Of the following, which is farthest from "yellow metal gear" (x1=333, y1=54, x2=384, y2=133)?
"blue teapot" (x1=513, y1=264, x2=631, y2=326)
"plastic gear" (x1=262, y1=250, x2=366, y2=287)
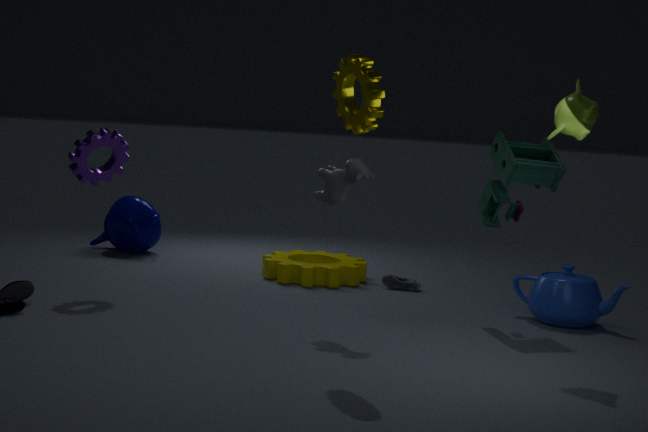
"plastic gear" (x1=262, y1=250, x2=366, y2=287)
